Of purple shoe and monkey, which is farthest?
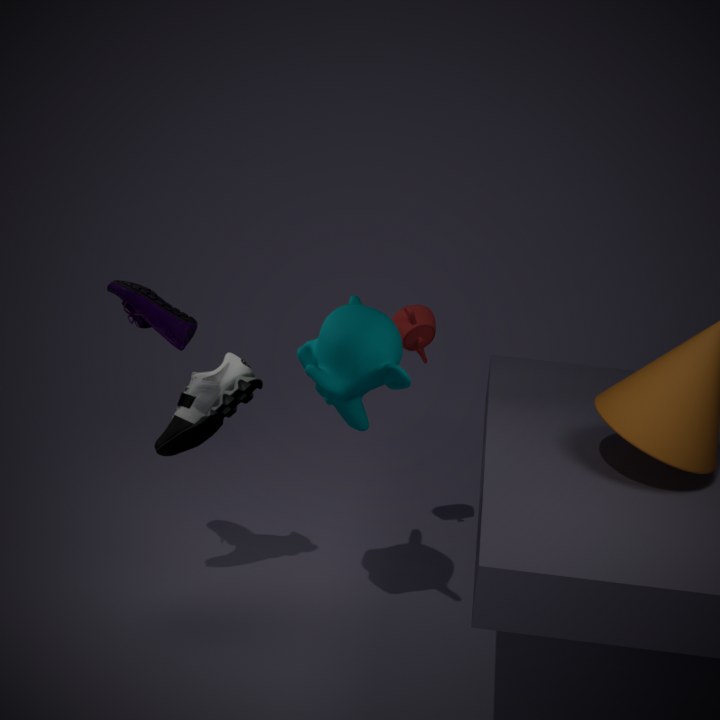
purple shoe
